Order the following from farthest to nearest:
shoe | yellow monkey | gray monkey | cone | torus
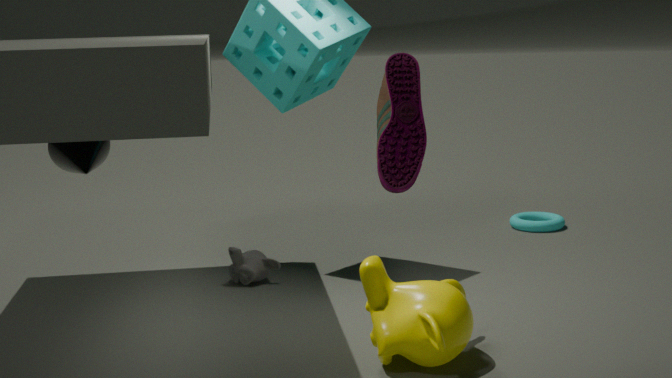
torus → gray monkey → cone → yellow monkey → shoe
